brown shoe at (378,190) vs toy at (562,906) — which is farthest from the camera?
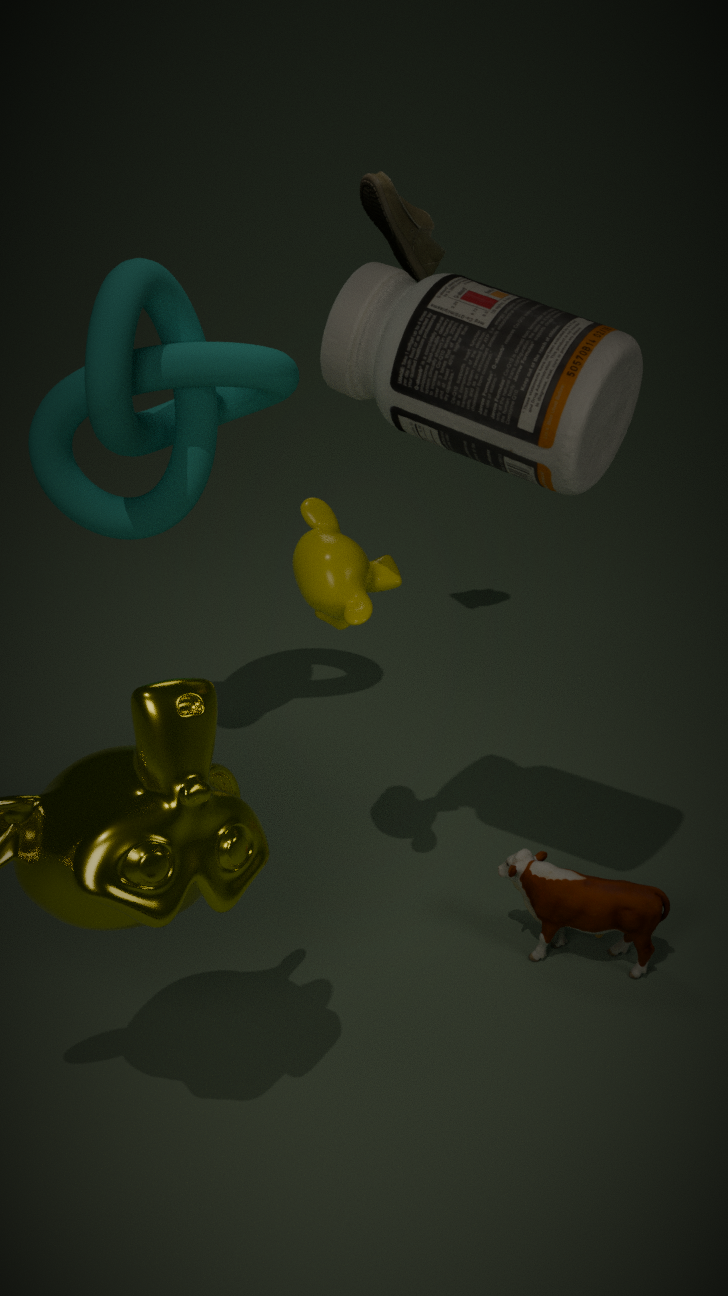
brown shoe at (378,190)
